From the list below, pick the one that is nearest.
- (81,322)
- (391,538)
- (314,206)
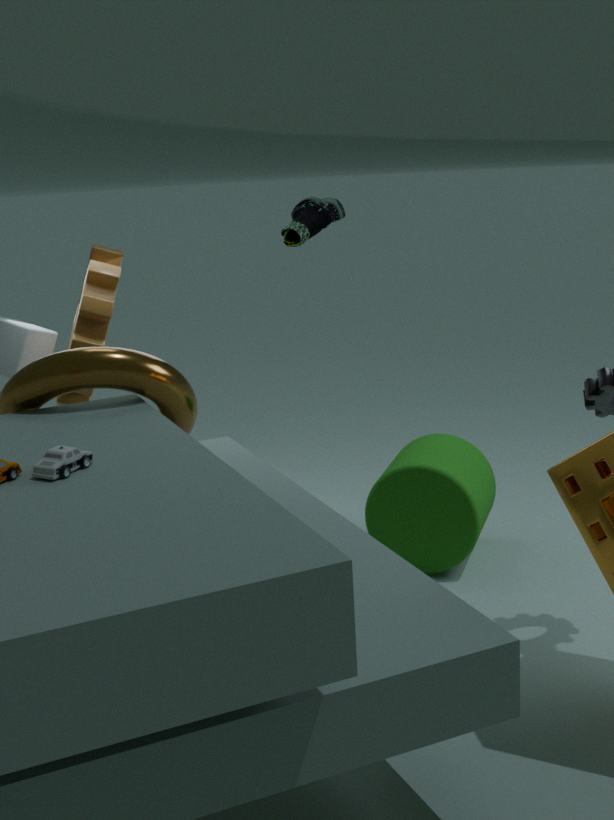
(391,538)
